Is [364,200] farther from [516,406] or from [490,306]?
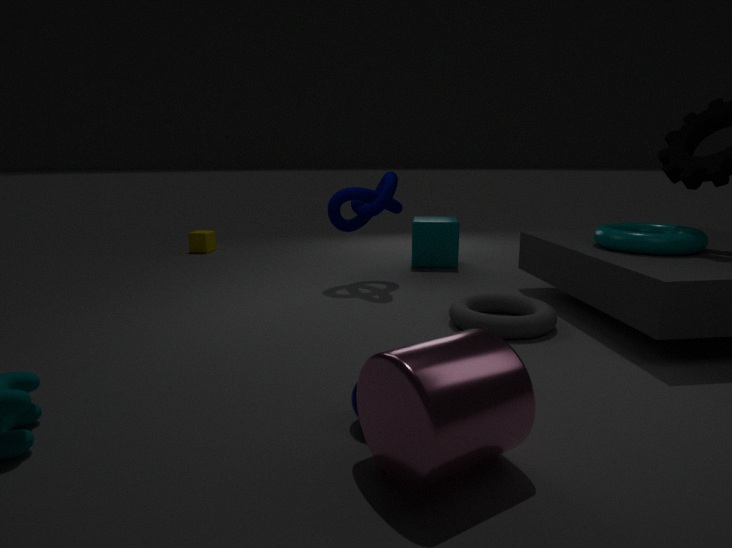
[516,406]
